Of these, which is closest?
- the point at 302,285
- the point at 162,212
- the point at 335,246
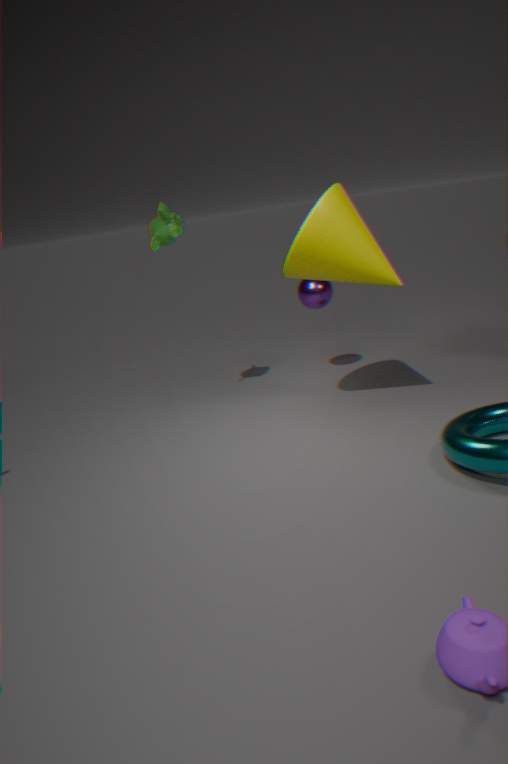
the point at 335,246
